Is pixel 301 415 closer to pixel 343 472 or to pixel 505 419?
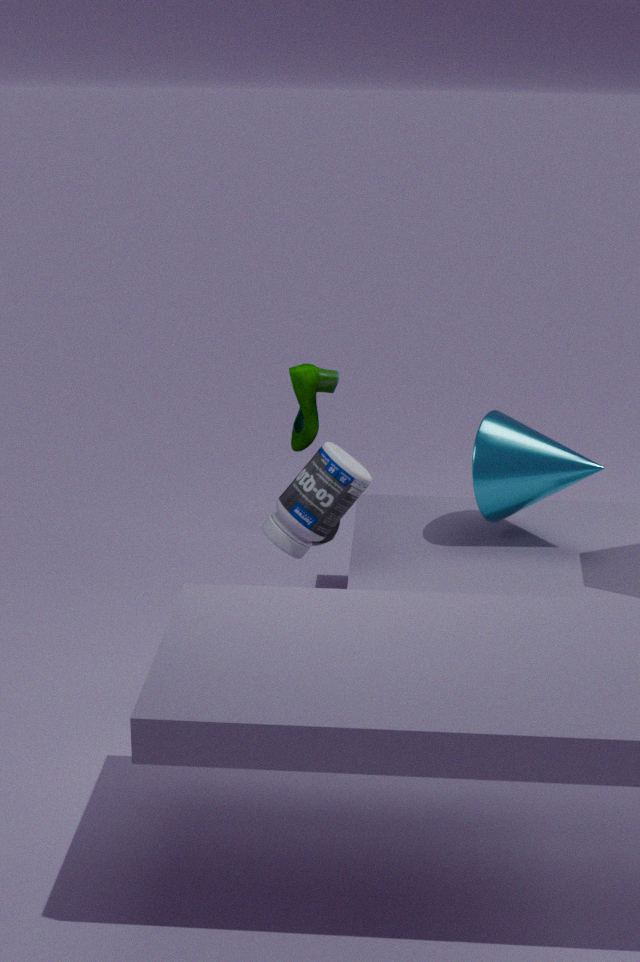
pixel 343 472
